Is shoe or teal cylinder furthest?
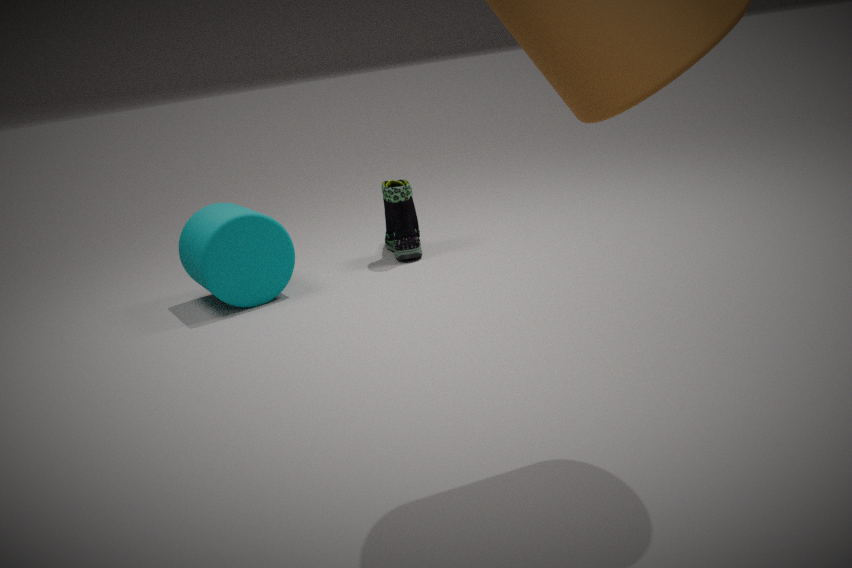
shoe
